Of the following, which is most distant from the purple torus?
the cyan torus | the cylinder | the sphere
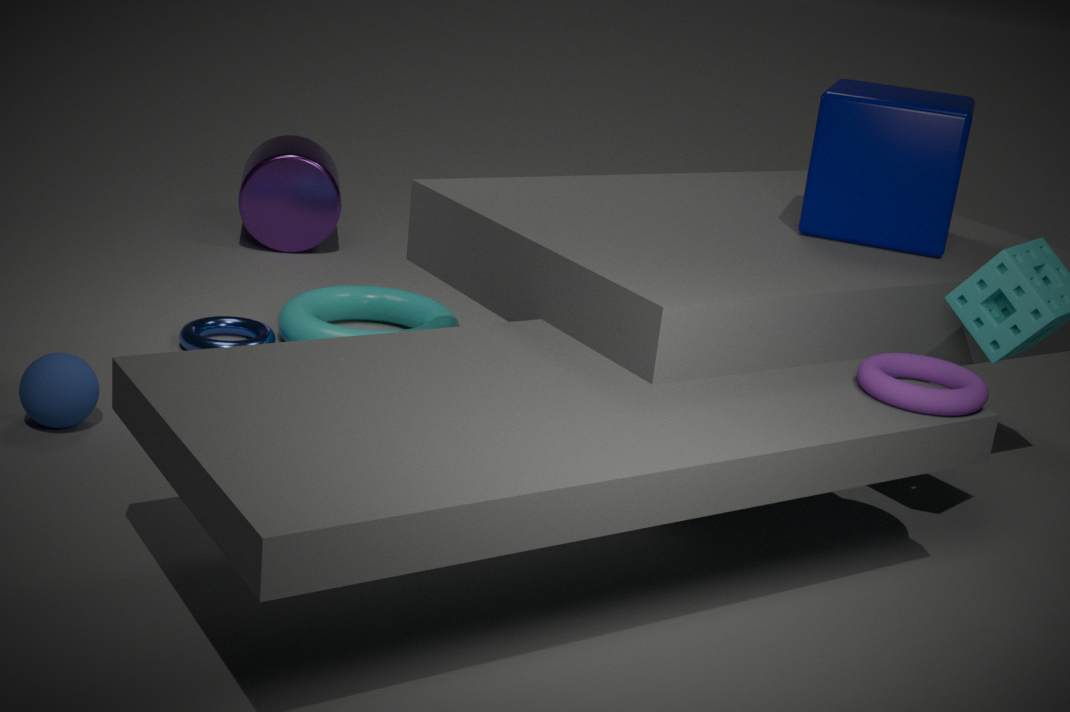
the cylinder
